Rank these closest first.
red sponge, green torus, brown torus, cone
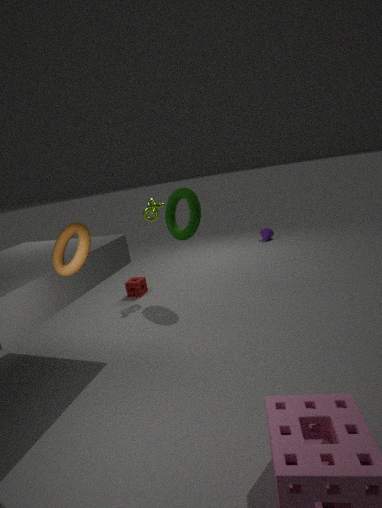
brown torus → green torus → red sponge → cone
